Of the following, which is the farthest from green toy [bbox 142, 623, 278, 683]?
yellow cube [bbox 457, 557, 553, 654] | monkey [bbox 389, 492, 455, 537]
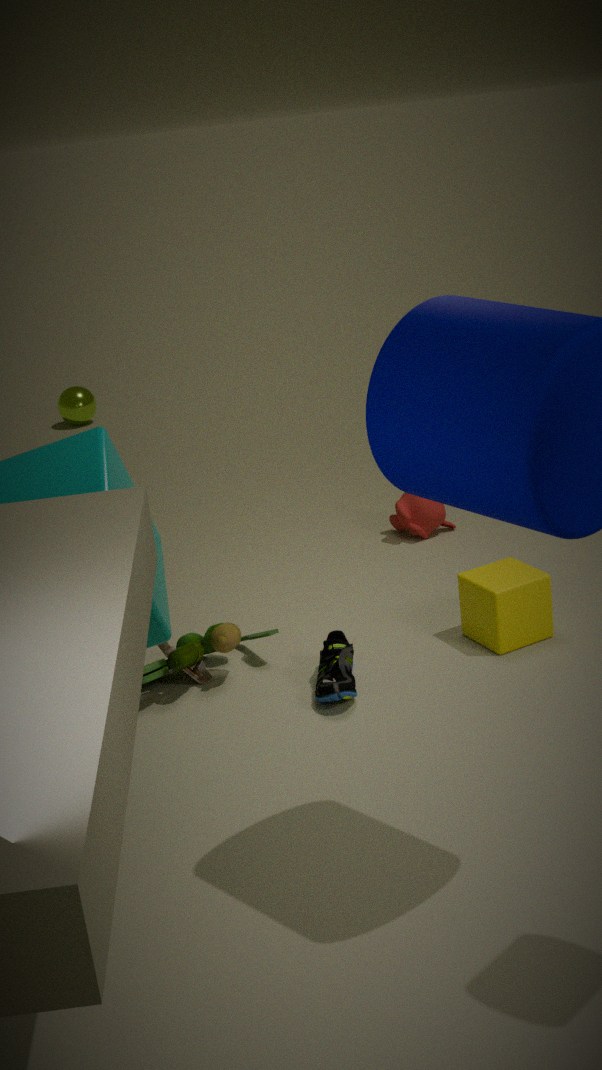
monkey [bbox 389, 492, 455, 537]
